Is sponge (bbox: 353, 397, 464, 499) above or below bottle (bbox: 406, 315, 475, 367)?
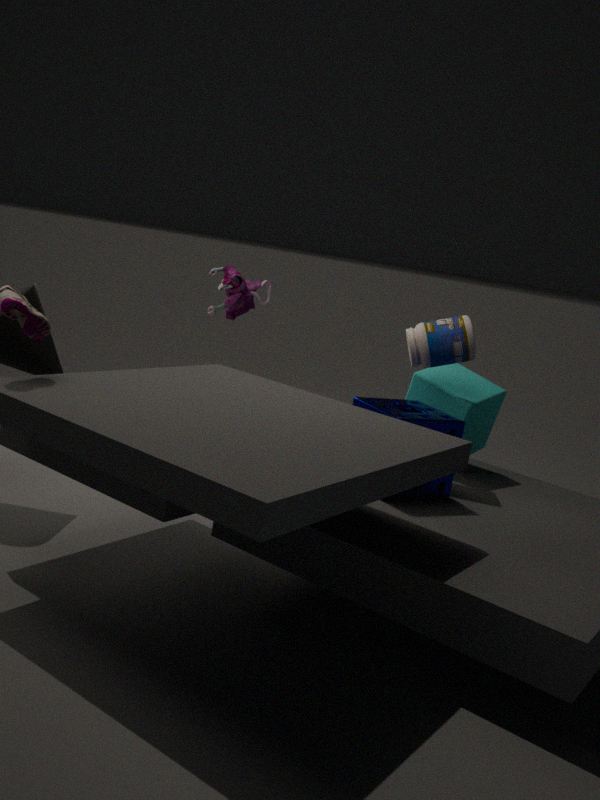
below
